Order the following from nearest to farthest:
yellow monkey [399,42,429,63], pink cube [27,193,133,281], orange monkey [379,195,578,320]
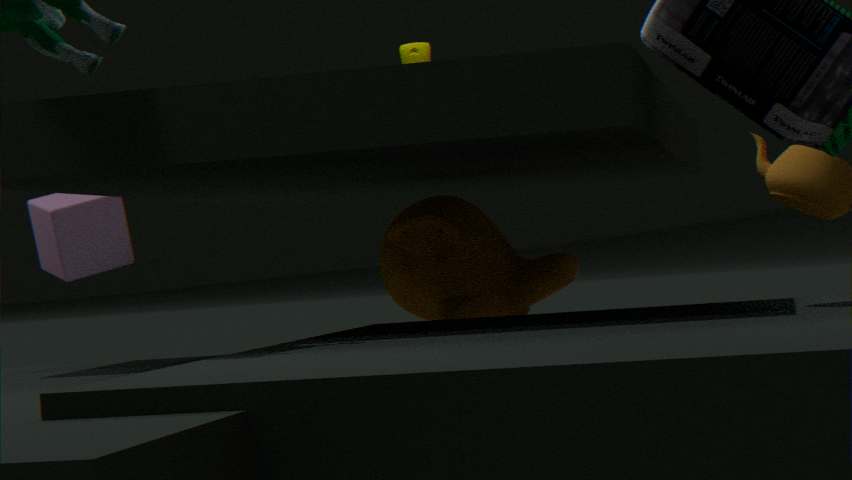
orange monkey [379,195,578,320] < yellow monkey [399,42,429,63] < pink cube [27,193,133,281]
